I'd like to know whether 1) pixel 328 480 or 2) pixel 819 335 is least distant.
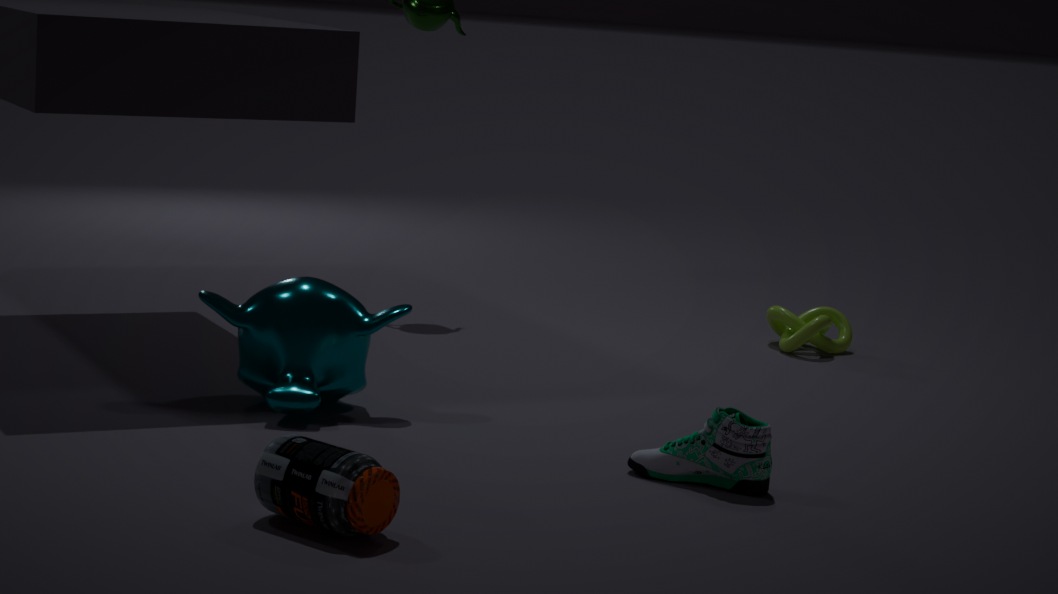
1. pixel 328 480
